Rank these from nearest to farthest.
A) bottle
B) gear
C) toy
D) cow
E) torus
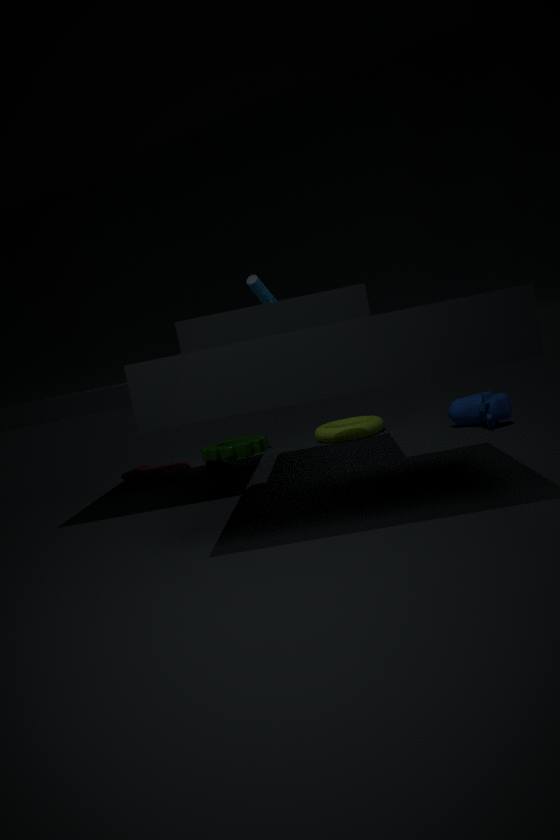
1. bottle
2. cow
3. toy
4. torus
5. gear
